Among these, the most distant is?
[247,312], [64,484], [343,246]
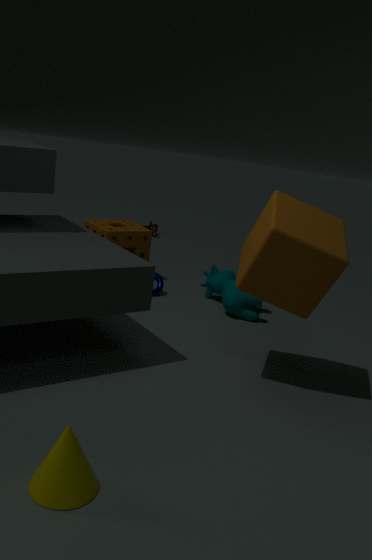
[247,312]
